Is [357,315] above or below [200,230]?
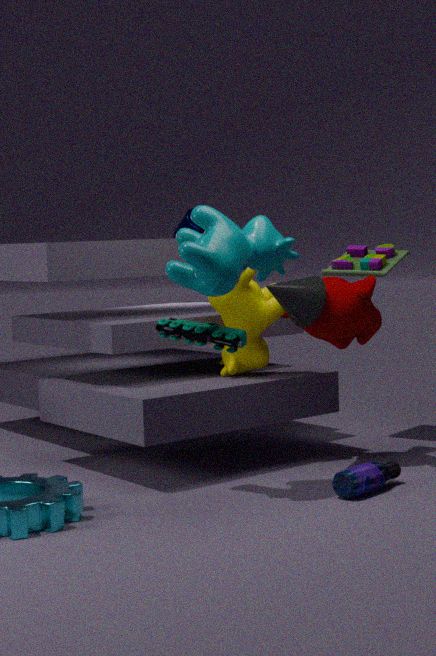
below
